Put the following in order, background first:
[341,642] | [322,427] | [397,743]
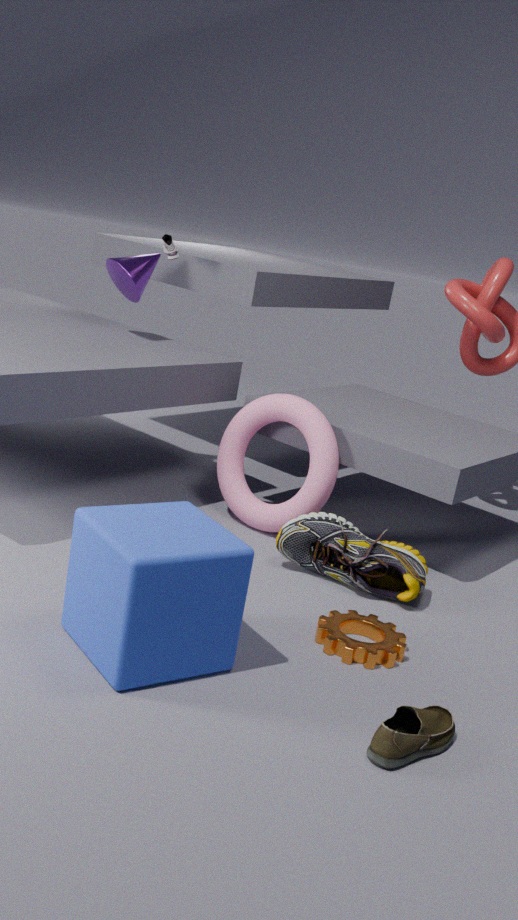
[322,427], [341,642], [397,743]
